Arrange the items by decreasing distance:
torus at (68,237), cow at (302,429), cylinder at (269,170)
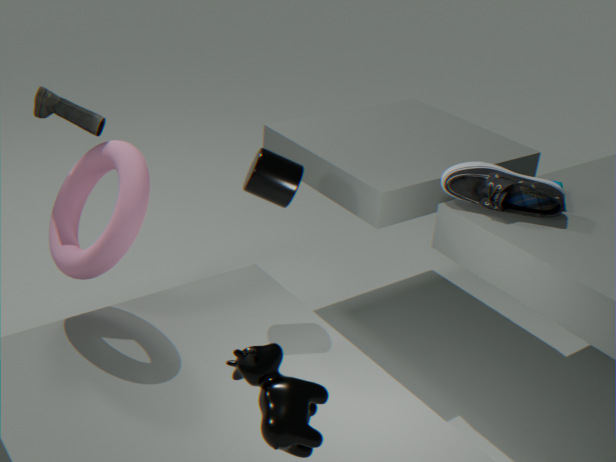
cylinder at (269,170)
torus at (68,237)
cow at (302,429)
